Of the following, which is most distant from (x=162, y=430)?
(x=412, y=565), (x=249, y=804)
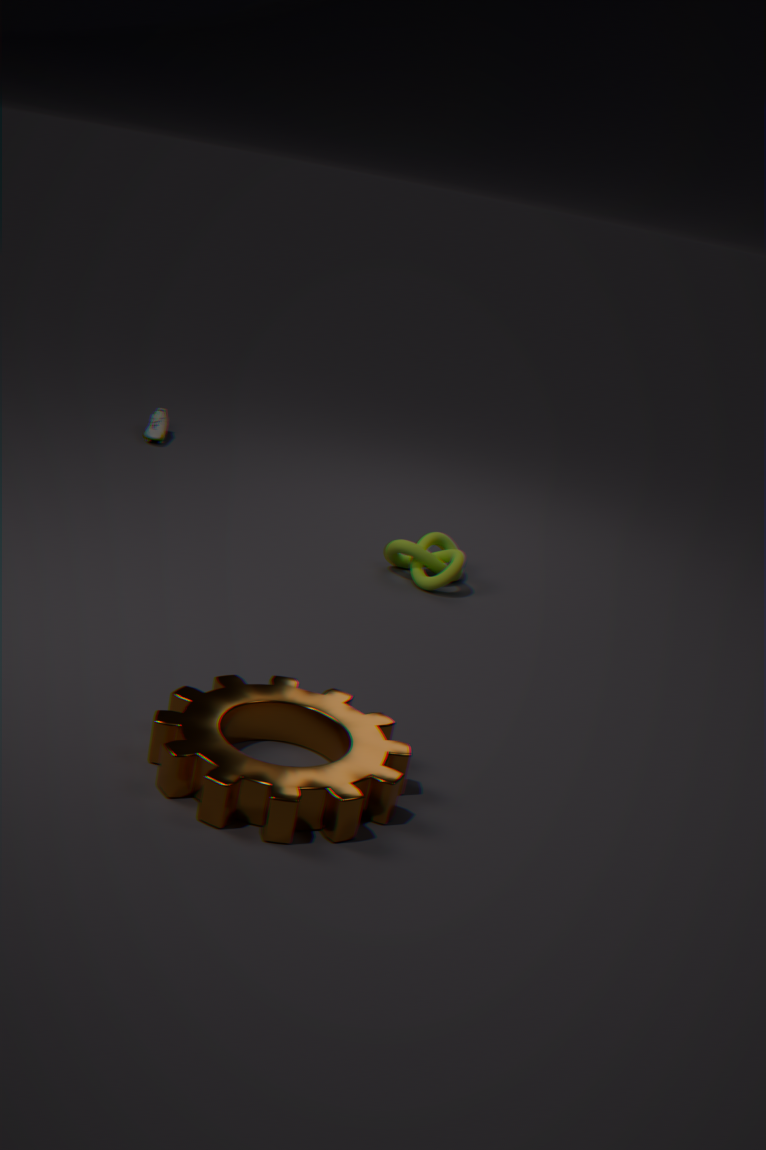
(x=249, y=804)
